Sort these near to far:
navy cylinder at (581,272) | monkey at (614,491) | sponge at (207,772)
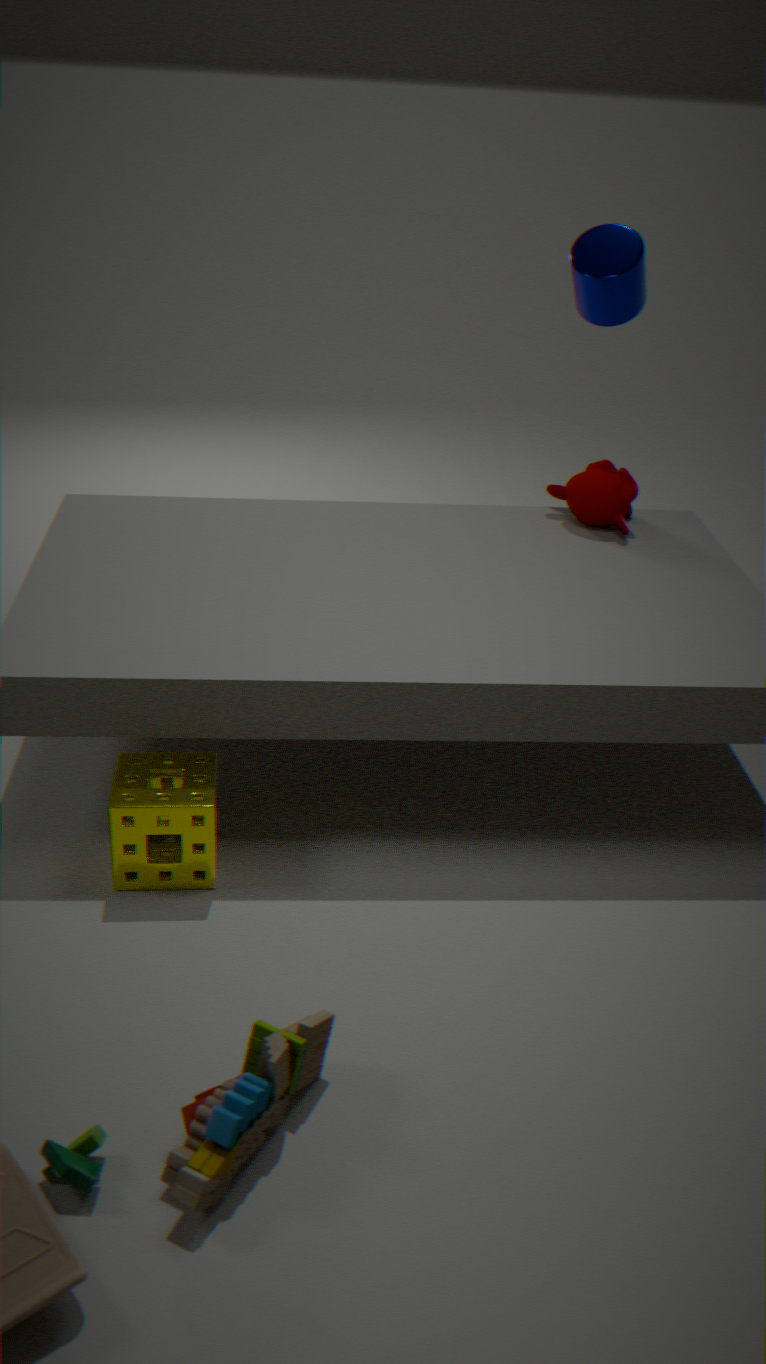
sponge at (207,772)
monkey at (614,491)
navy cylinder at (581,272)
